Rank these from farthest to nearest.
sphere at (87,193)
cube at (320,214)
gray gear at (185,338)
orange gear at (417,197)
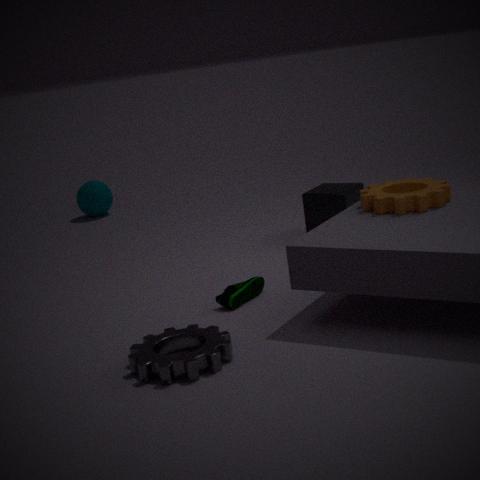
1. sphere at (87,193)
2. cube at (320,214)
3. orange gear at (417,197)
4. gray gear at (185,338)
